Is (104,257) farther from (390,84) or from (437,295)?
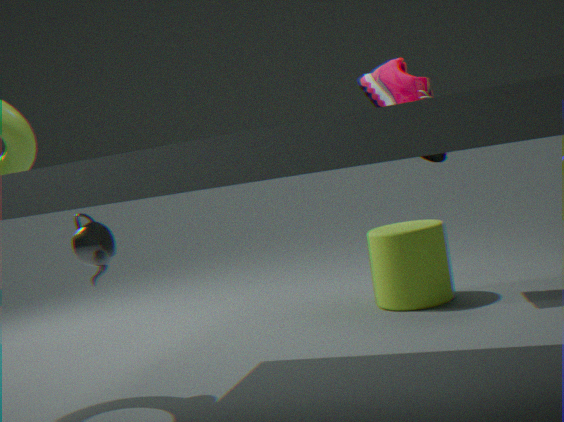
(390,84)
